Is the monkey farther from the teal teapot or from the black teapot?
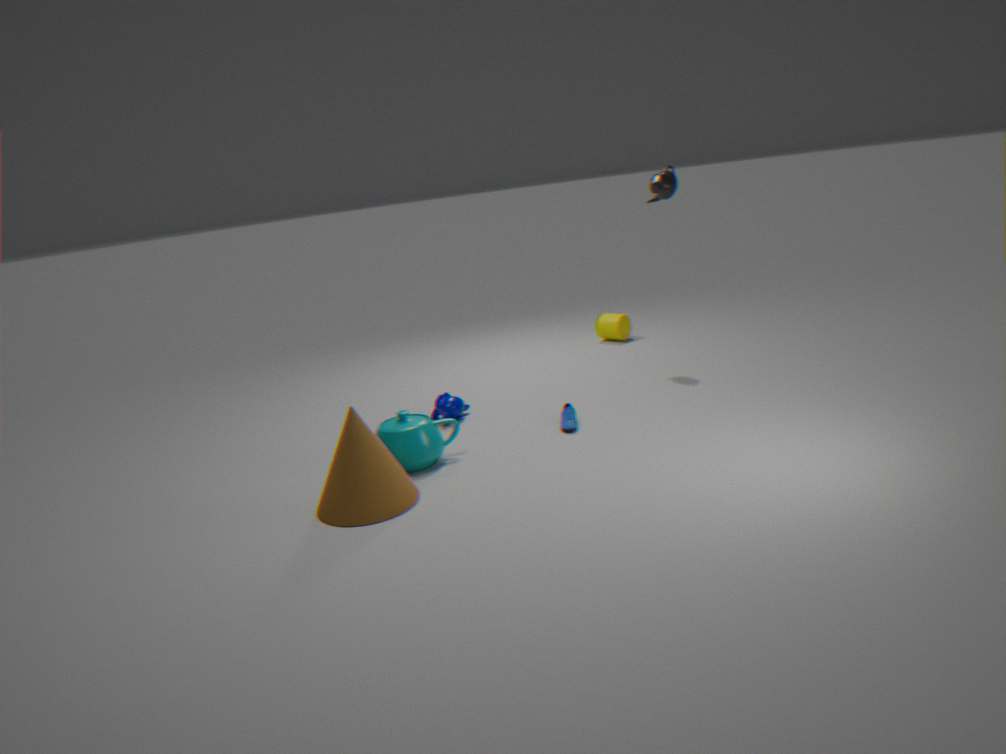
the black teapot
